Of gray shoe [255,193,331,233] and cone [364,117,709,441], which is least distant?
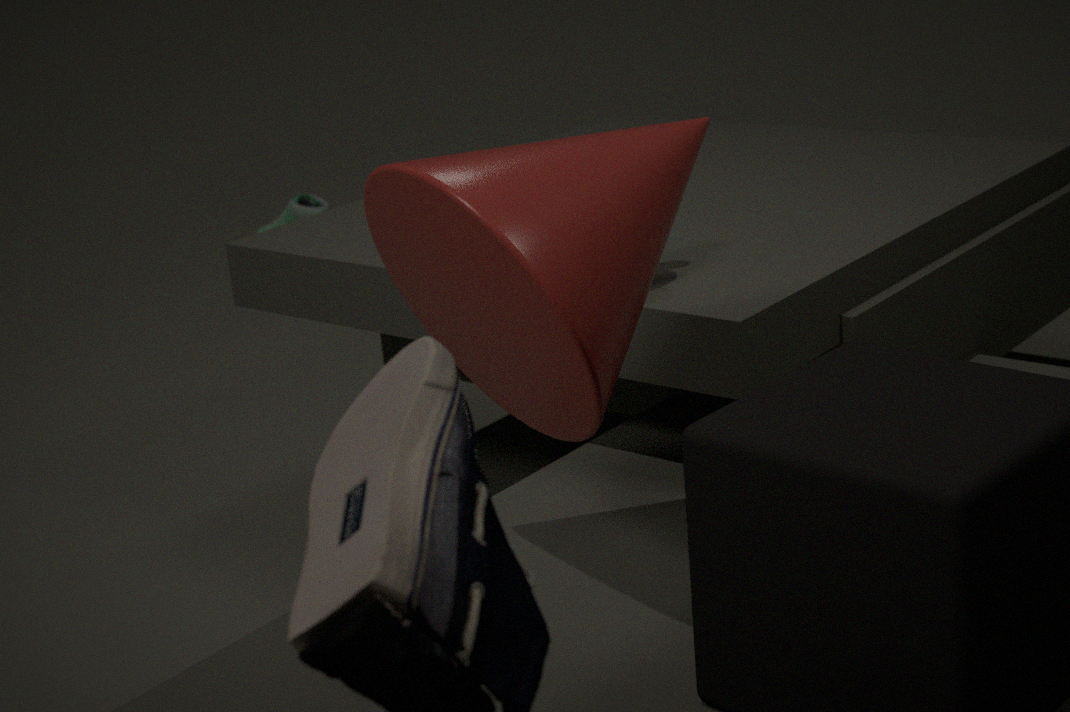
cone [364,117,709,441]
